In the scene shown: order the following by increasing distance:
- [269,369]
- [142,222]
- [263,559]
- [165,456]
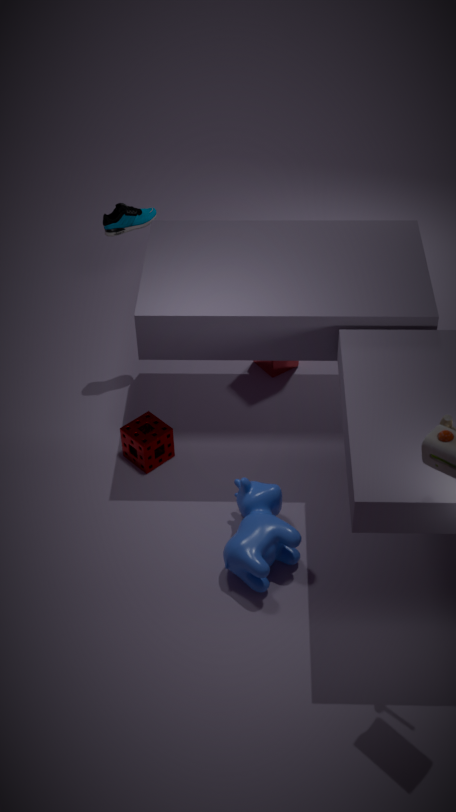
[263,559] → [165,456] → [142,222] → [269,369]
